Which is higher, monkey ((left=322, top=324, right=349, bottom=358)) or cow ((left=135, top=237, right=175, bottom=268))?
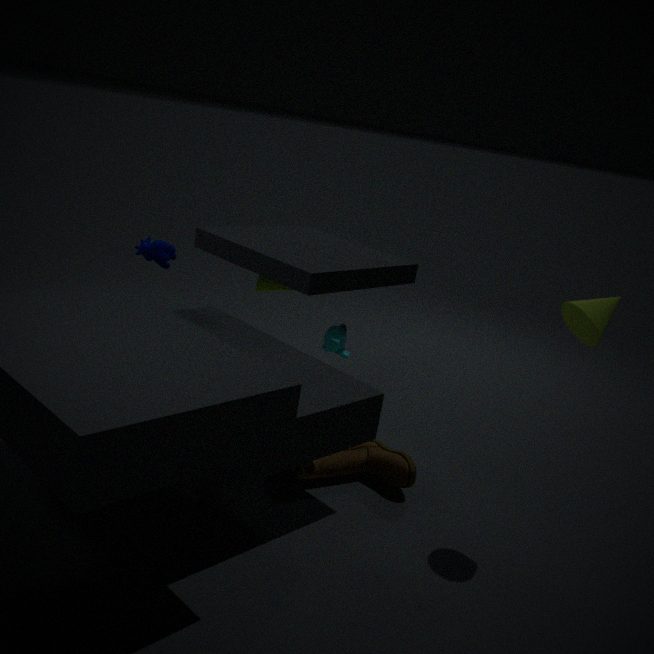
cow ((left=135, top=237, right=175, bottom=268))
